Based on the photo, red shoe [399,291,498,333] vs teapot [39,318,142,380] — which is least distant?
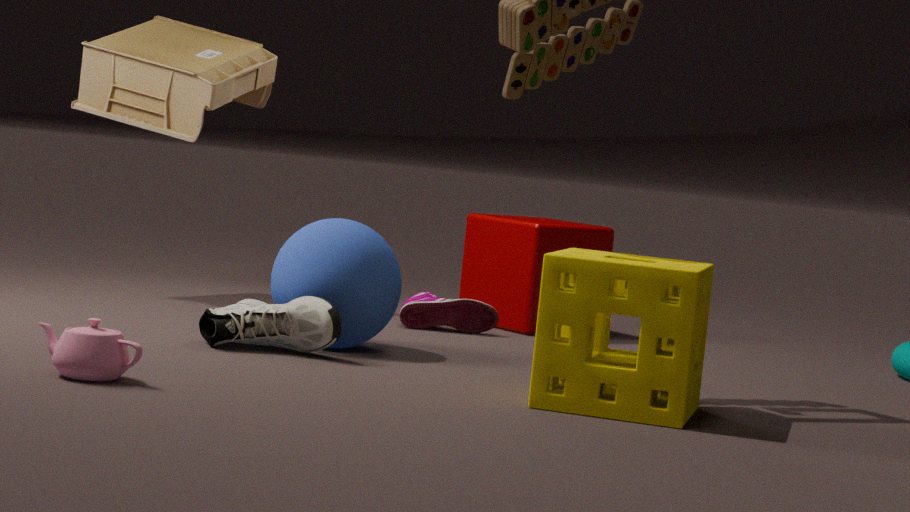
teapot [39,318,142,380]
